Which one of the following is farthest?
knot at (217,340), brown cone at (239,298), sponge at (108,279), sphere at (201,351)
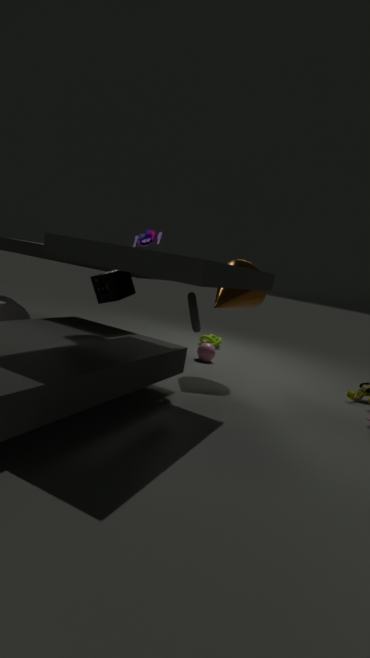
knot at (217,340)
